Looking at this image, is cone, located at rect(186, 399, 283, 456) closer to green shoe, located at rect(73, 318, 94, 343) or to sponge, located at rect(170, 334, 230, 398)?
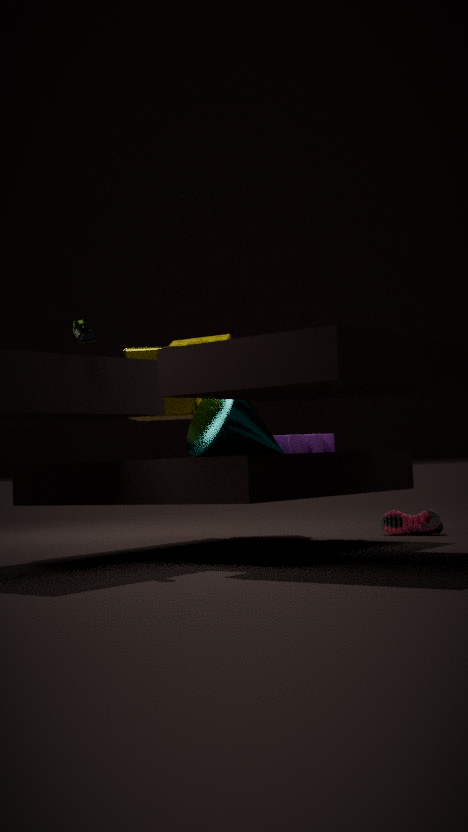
green shoe, located at rect(73, 318, 94, 343)
